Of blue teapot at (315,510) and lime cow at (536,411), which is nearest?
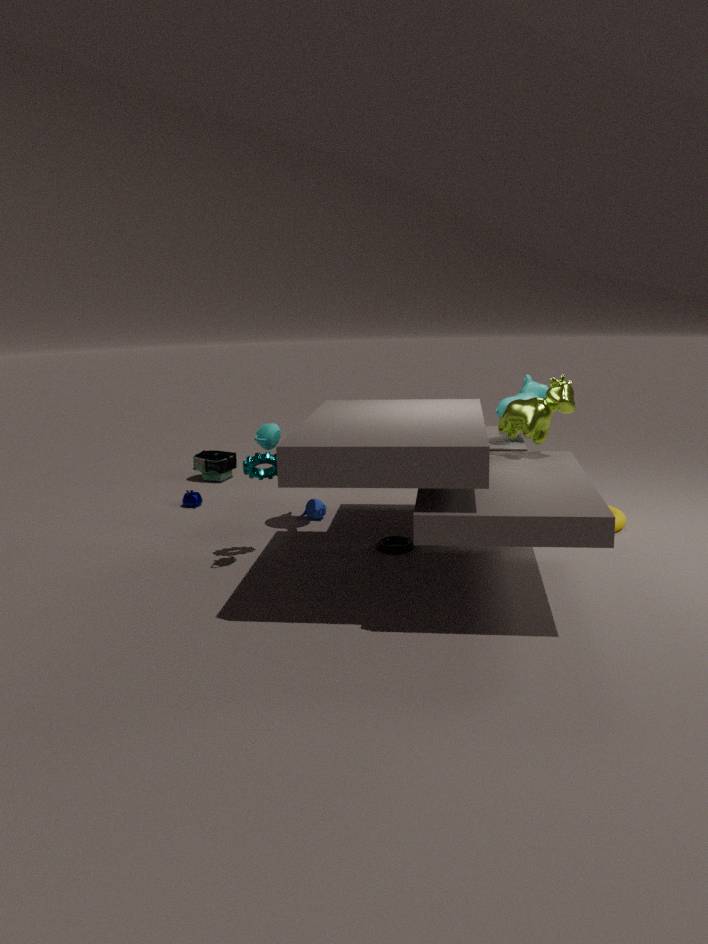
lime cow at (536,411)
